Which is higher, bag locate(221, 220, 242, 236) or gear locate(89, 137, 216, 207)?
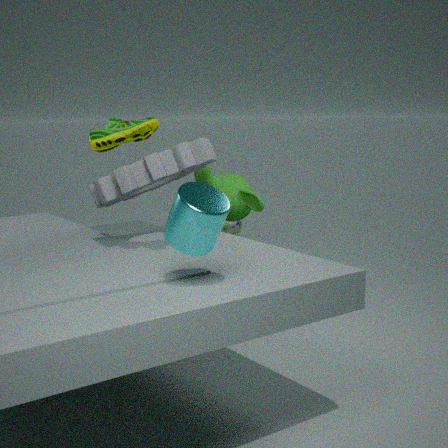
gear locate(89, 137, 216, 207)
